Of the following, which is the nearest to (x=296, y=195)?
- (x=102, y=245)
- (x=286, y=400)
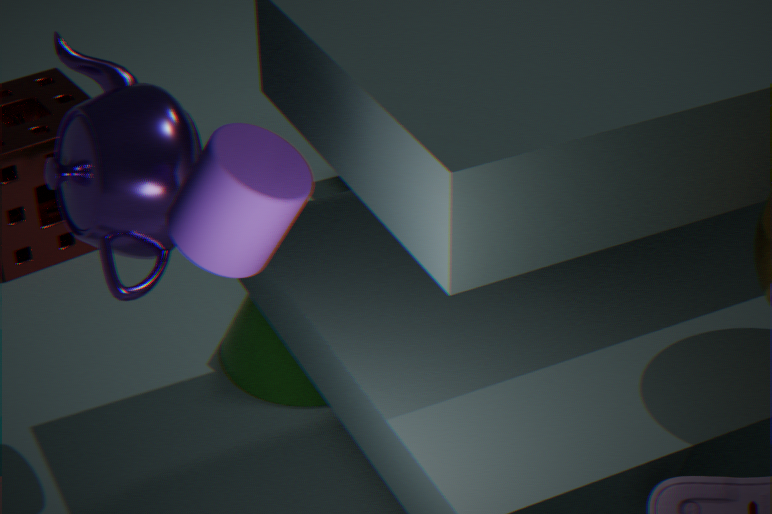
(x=102, y=245)
